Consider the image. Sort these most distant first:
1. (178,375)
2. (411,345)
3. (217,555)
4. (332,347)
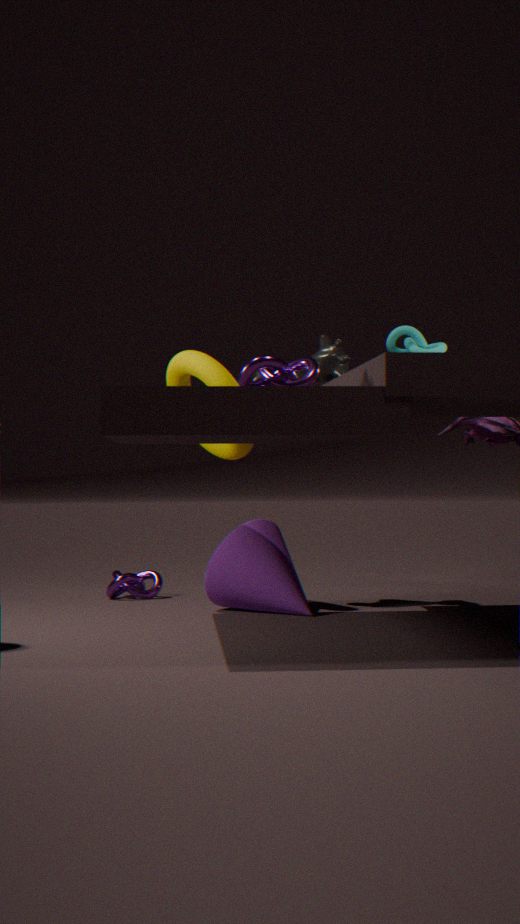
1. (411,345)
2. (332,347)
3. (178,375)
4. (217,555)
